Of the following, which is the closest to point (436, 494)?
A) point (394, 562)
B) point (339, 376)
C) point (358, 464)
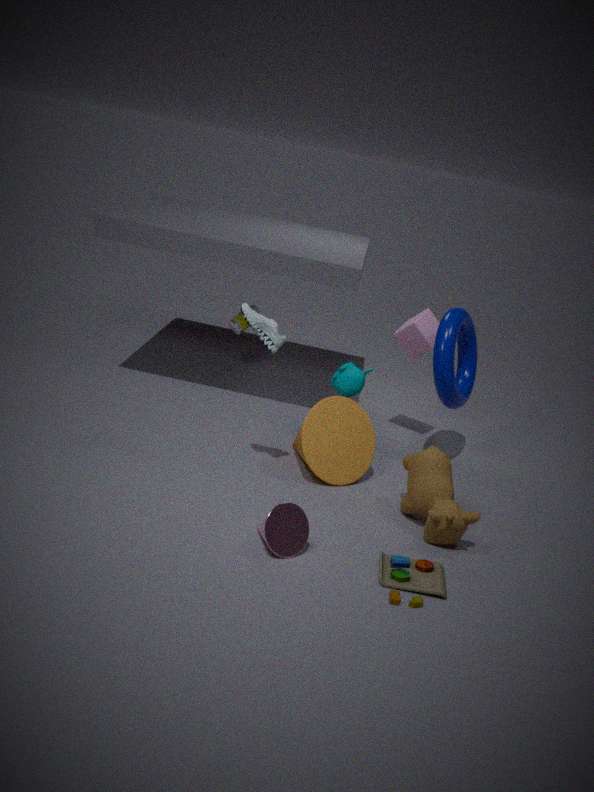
point (394, 562)
